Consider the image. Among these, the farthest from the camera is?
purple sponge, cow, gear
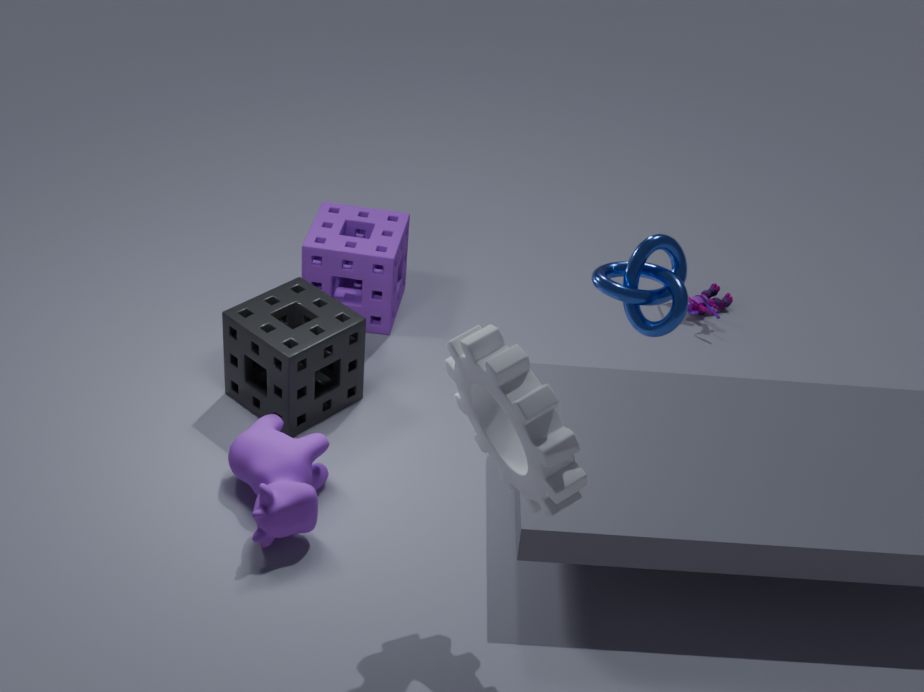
purple sponge
